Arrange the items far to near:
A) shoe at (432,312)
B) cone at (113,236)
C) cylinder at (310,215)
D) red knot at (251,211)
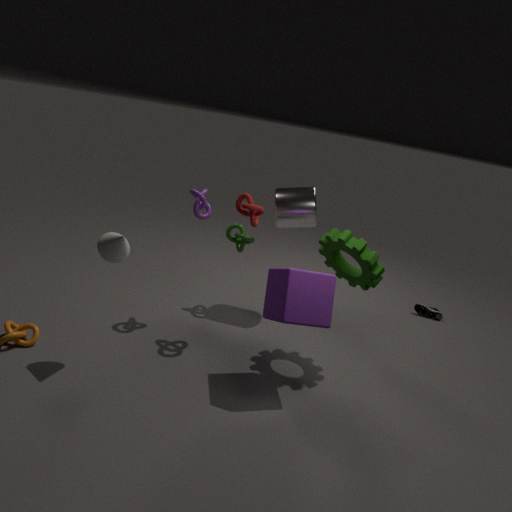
shoe at (432,312) → cylinder at (310,215) → red knot at (251,211) → cone at (113,236)
